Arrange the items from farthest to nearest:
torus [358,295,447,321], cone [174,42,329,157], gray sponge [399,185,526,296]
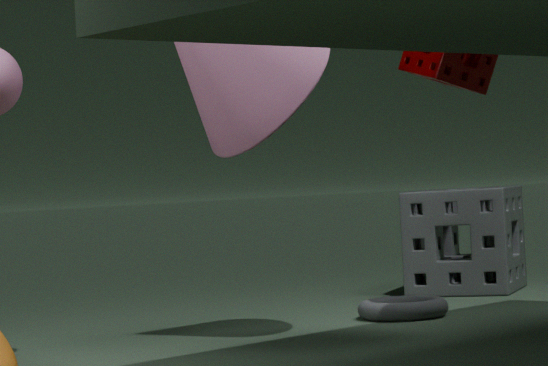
1. gray sponge [399,185,526,296]
2. torus [358,295,447,321]
3. cone [174,42,329,157]
